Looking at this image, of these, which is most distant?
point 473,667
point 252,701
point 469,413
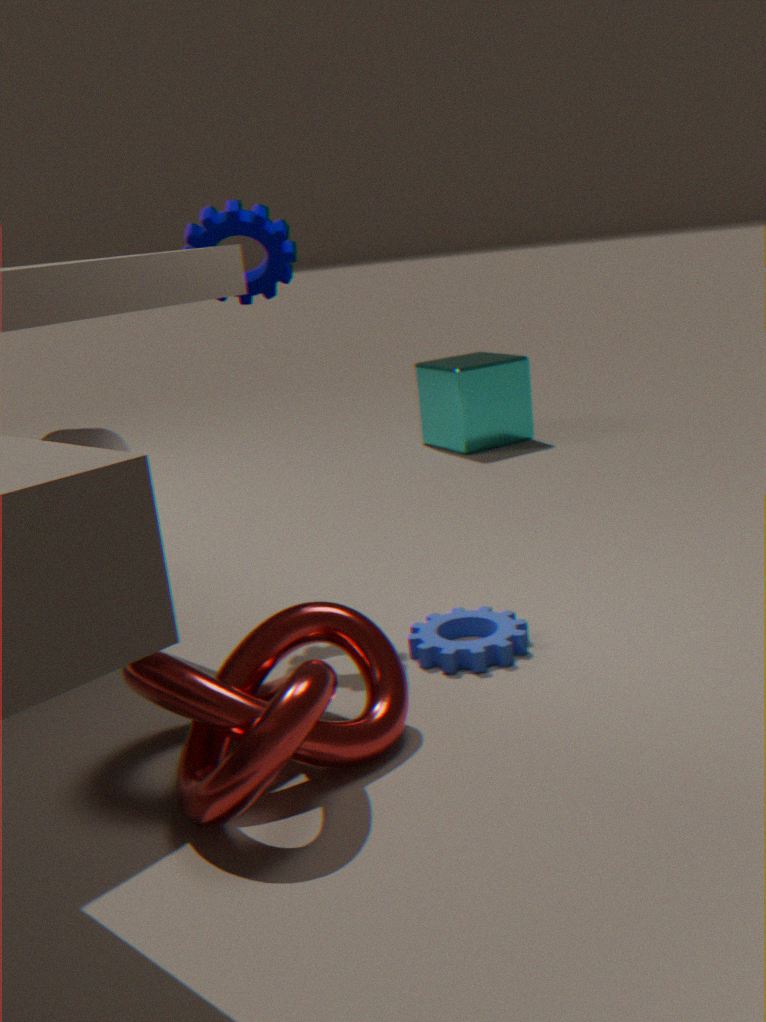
point 469,413
